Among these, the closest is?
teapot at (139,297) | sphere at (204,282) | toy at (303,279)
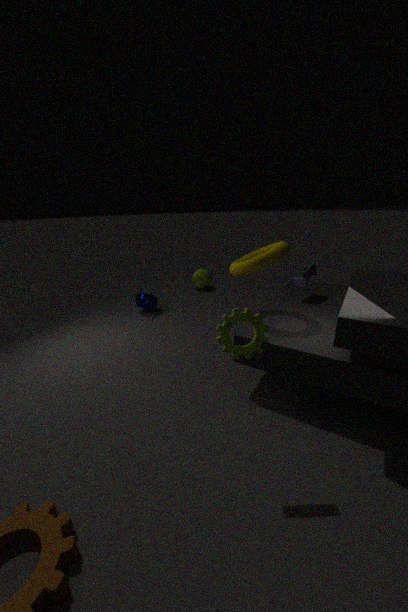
toy at (303,279)
